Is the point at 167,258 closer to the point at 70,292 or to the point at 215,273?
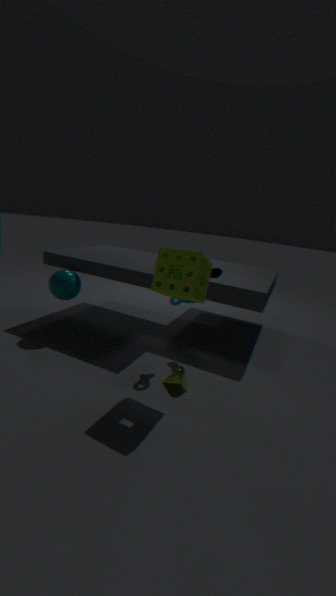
the point at 215,273
